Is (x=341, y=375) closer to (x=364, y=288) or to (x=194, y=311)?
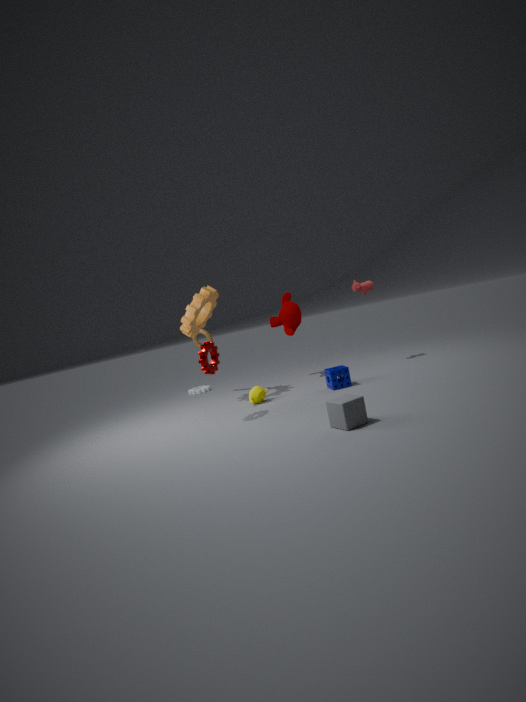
(x=364, y=288)
